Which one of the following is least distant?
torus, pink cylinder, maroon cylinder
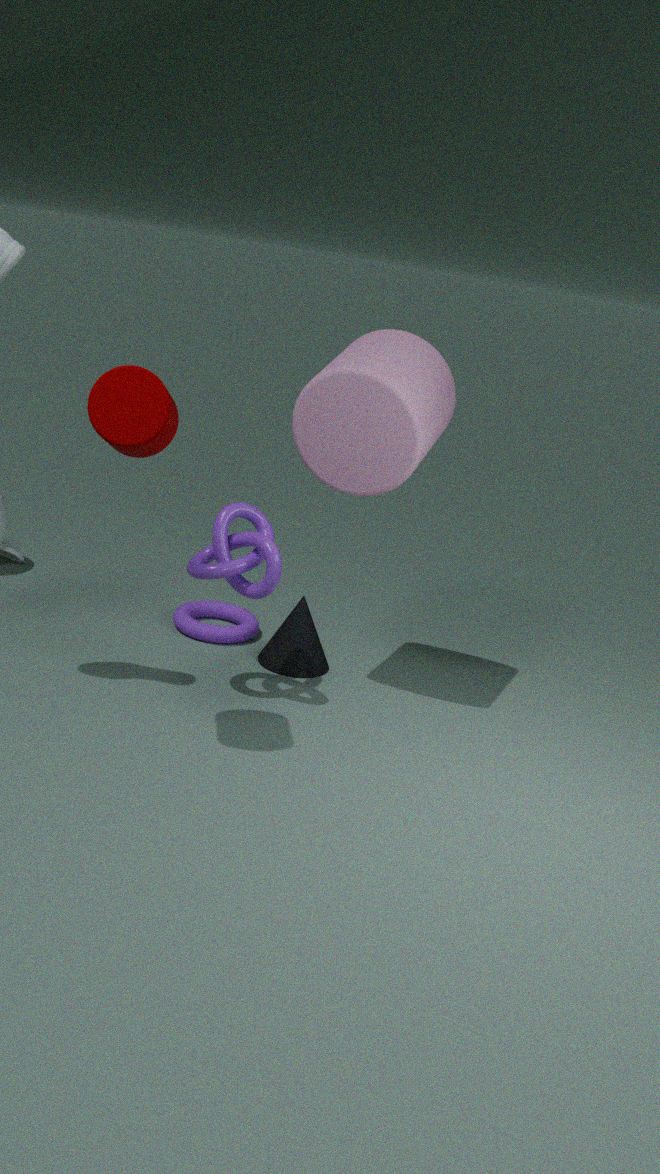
maroon cylinder
